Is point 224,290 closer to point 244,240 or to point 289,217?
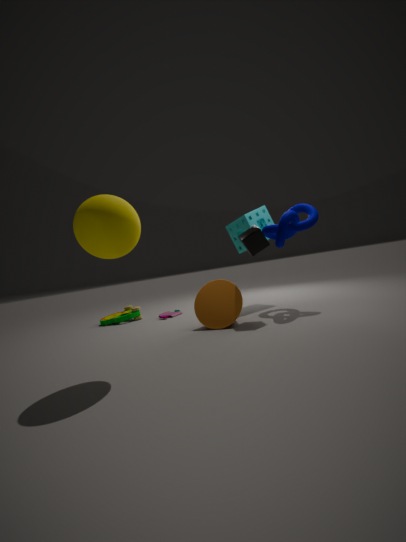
point 244,240
